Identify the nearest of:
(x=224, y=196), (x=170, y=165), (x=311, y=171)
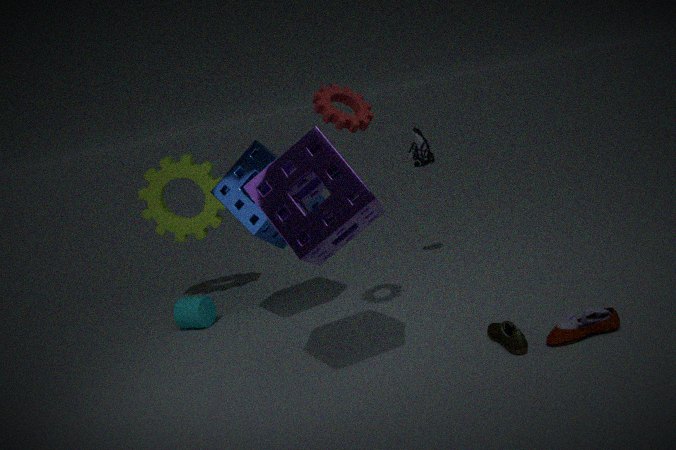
(x=311, y=171)
